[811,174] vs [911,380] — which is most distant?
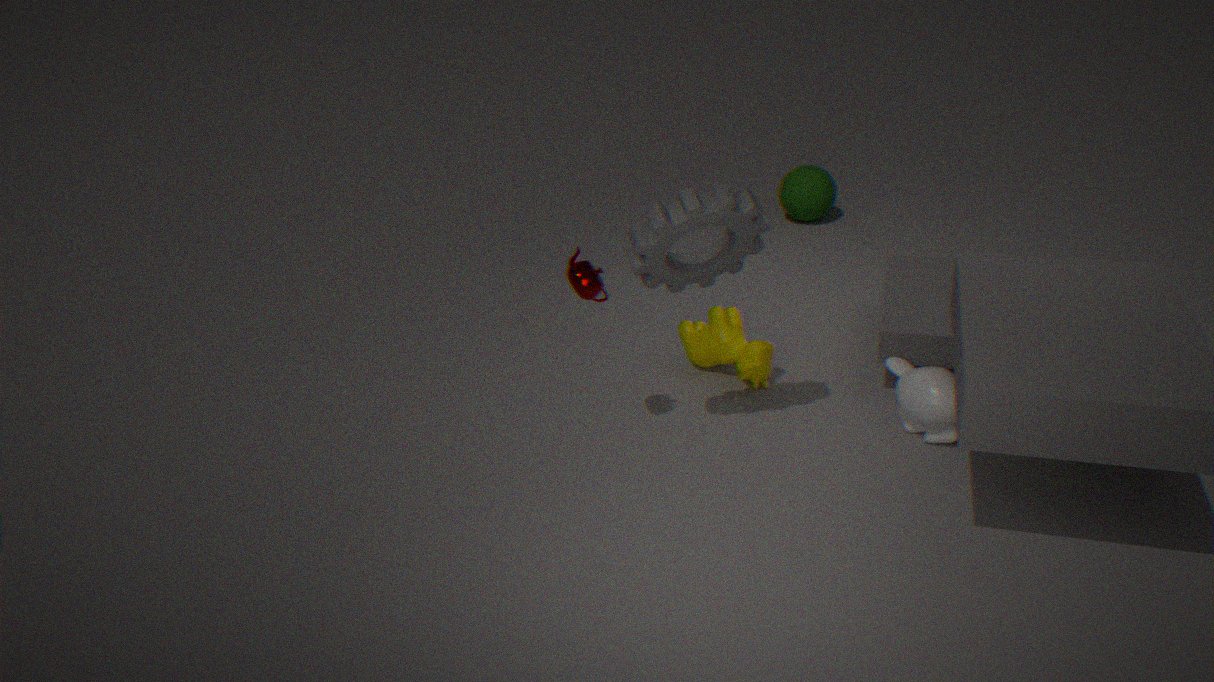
[811,174]
